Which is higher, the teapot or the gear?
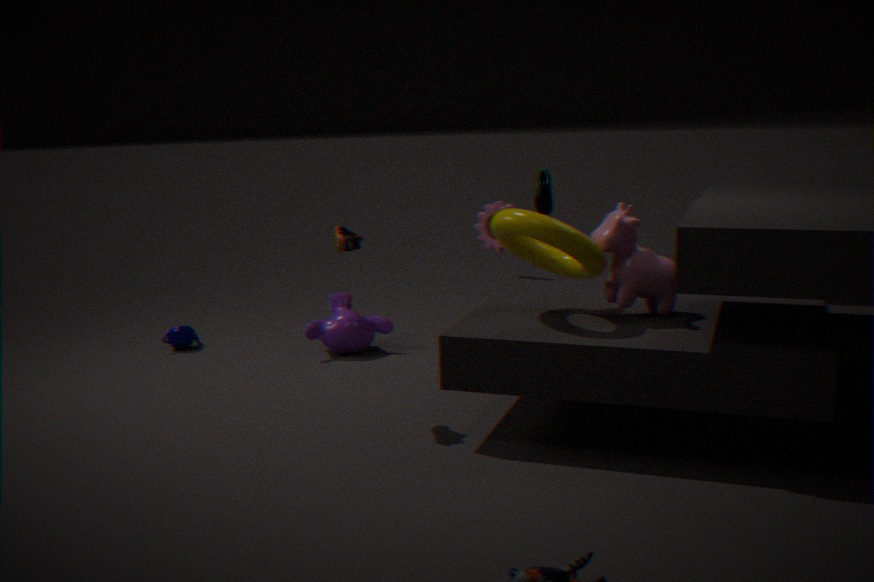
the gear
